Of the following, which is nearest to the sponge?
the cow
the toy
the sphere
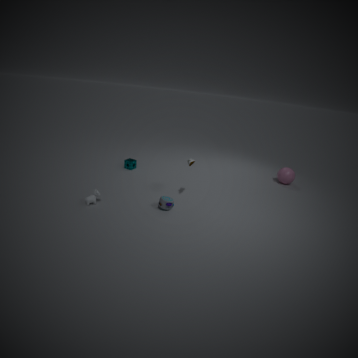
the cow
